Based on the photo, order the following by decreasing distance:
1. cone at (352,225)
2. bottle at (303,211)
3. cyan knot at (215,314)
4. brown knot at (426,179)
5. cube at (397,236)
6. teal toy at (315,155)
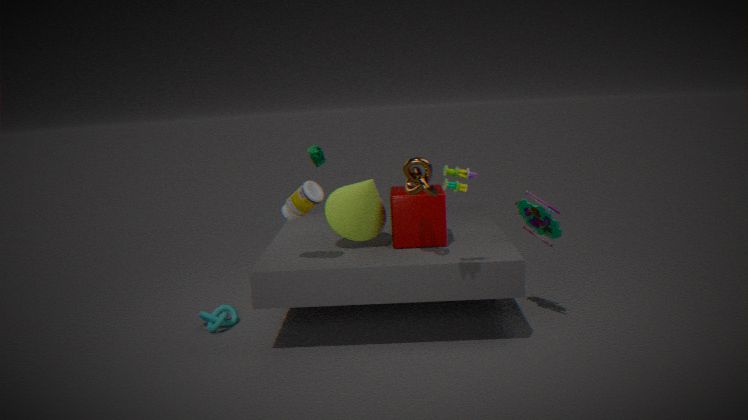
teal toy at (315,155) < cyan knot at (215,314) < cube at (397,236) < cone at (352,225) < bottle at (303,211) < brown knot at (426,179)
